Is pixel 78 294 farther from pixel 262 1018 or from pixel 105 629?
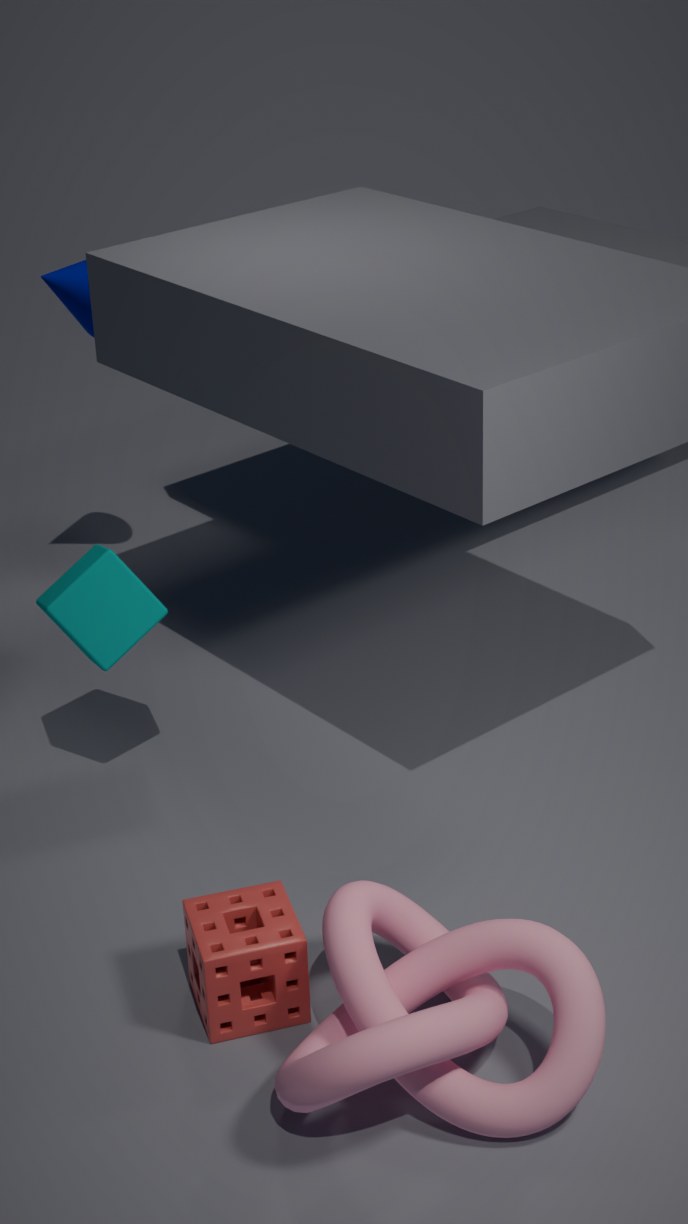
pixel 262 1018
